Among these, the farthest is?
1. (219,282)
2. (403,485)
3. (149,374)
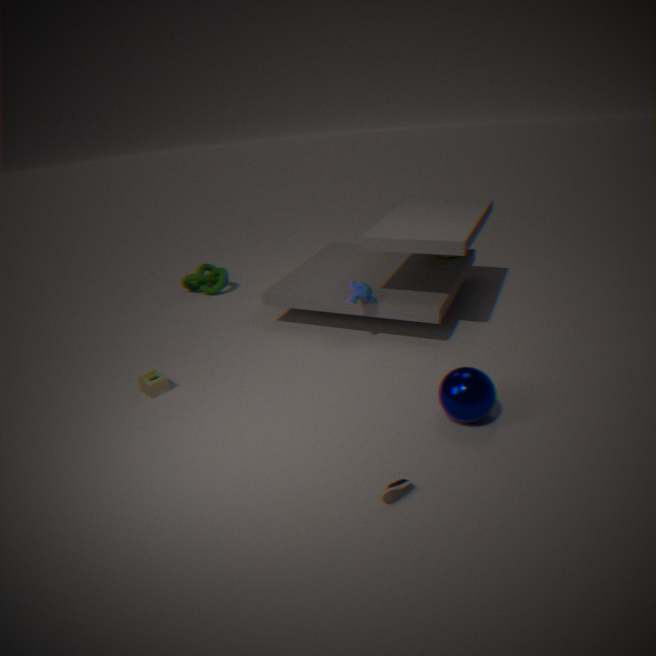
(219,282)
